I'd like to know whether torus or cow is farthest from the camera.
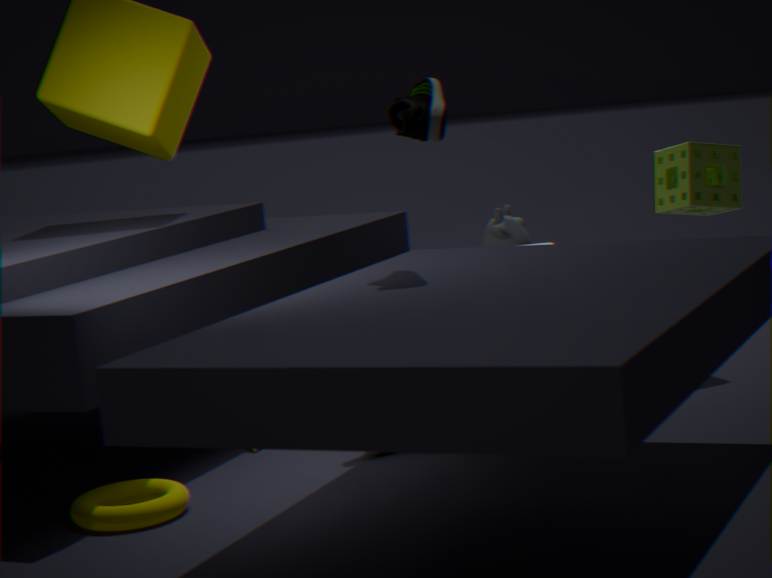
cow
